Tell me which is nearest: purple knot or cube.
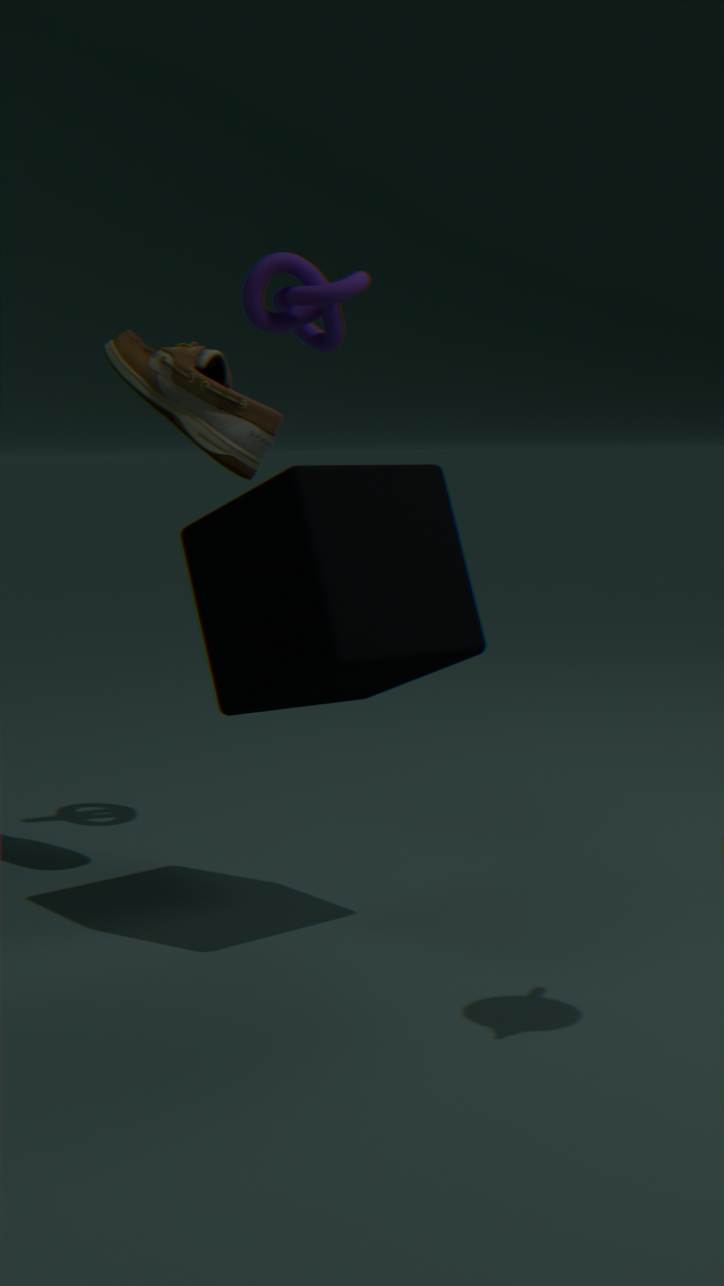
cube
